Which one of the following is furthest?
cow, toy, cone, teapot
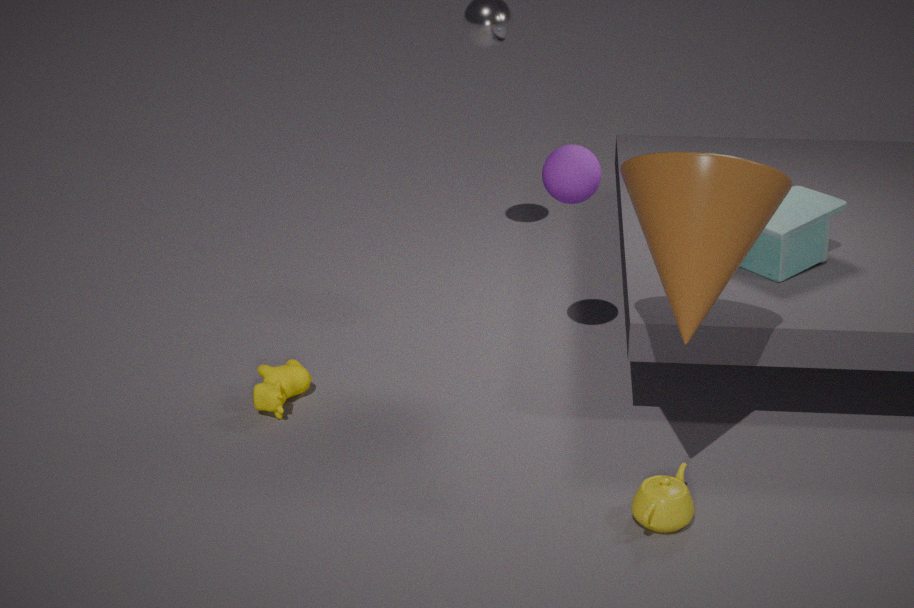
toy
